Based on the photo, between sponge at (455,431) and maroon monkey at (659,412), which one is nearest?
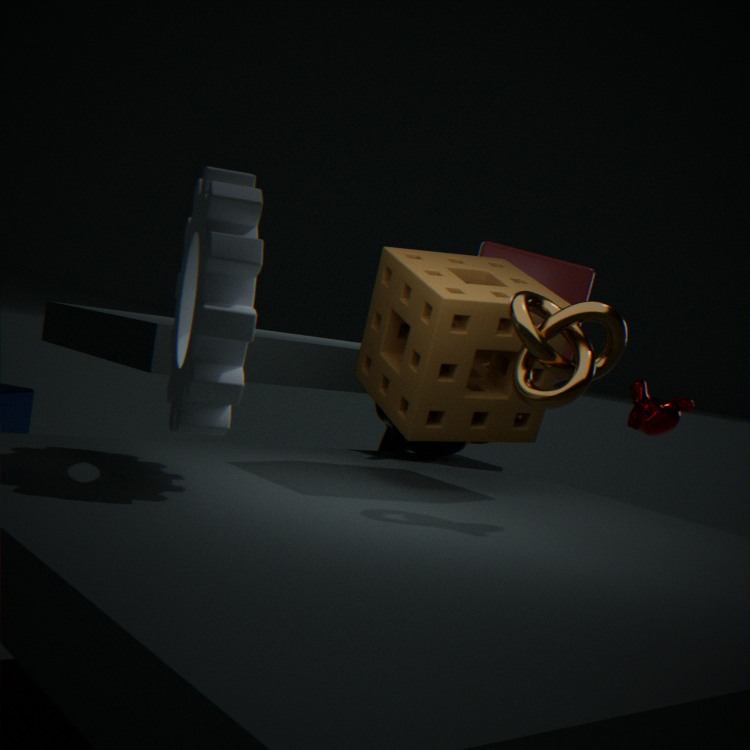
sponge at (455,431)
